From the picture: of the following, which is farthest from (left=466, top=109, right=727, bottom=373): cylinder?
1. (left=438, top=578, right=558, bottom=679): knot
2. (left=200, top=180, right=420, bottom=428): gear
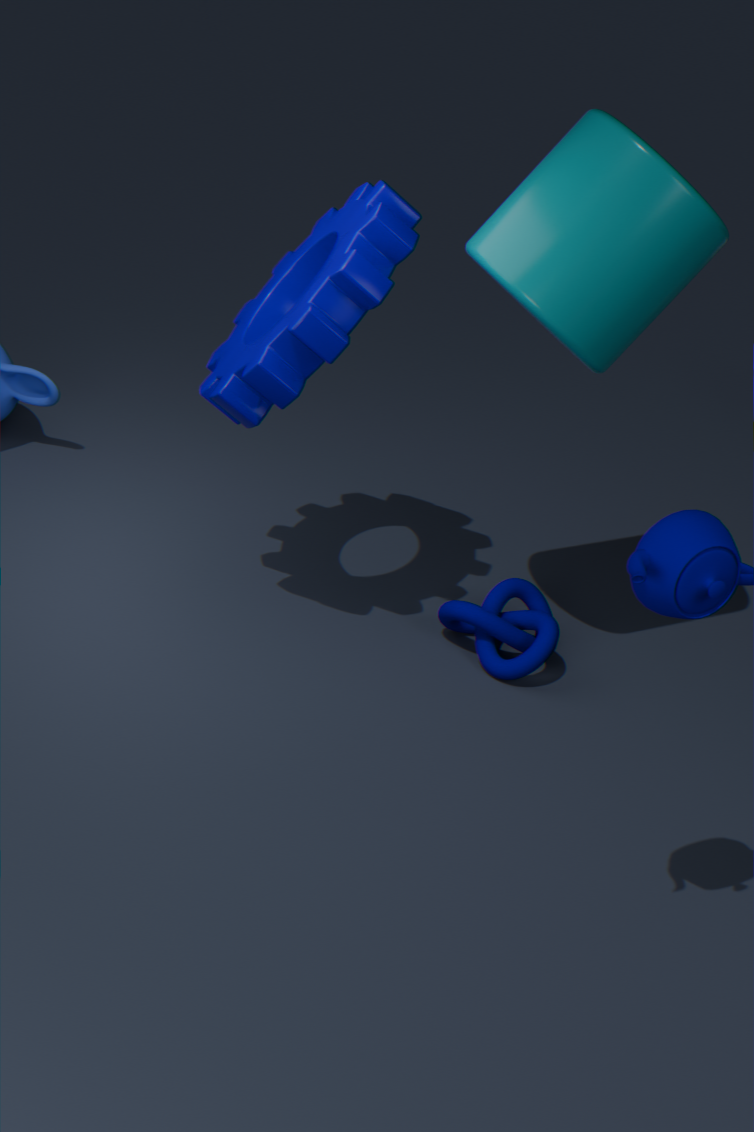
(left=438, top=578, right=558, bottom=679): knot
